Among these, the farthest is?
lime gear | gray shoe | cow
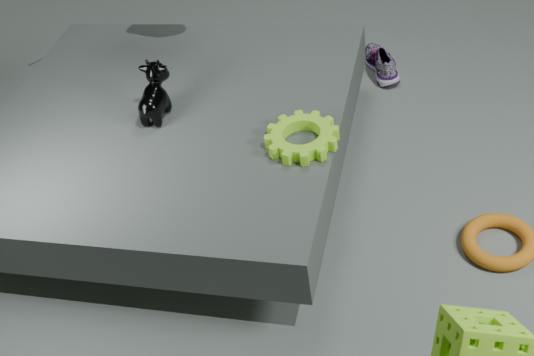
gray shoe
